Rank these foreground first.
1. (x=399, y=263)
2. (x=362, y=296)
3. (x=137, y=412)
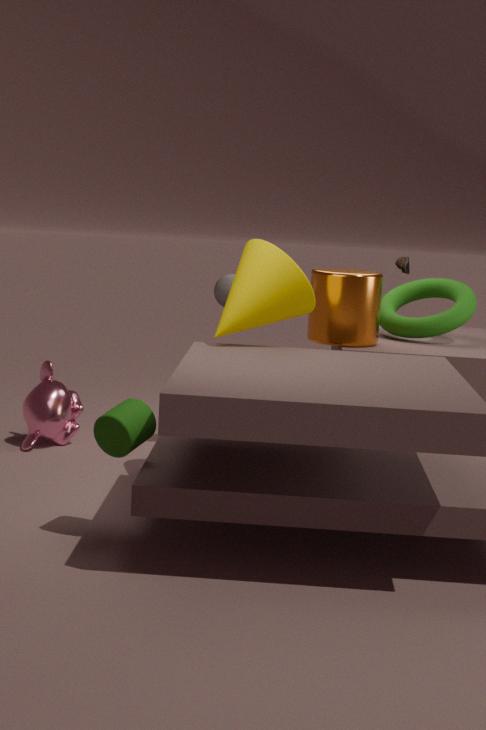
(x=137, y=412) → (x=362, y=296) → (x=399, y=263)
